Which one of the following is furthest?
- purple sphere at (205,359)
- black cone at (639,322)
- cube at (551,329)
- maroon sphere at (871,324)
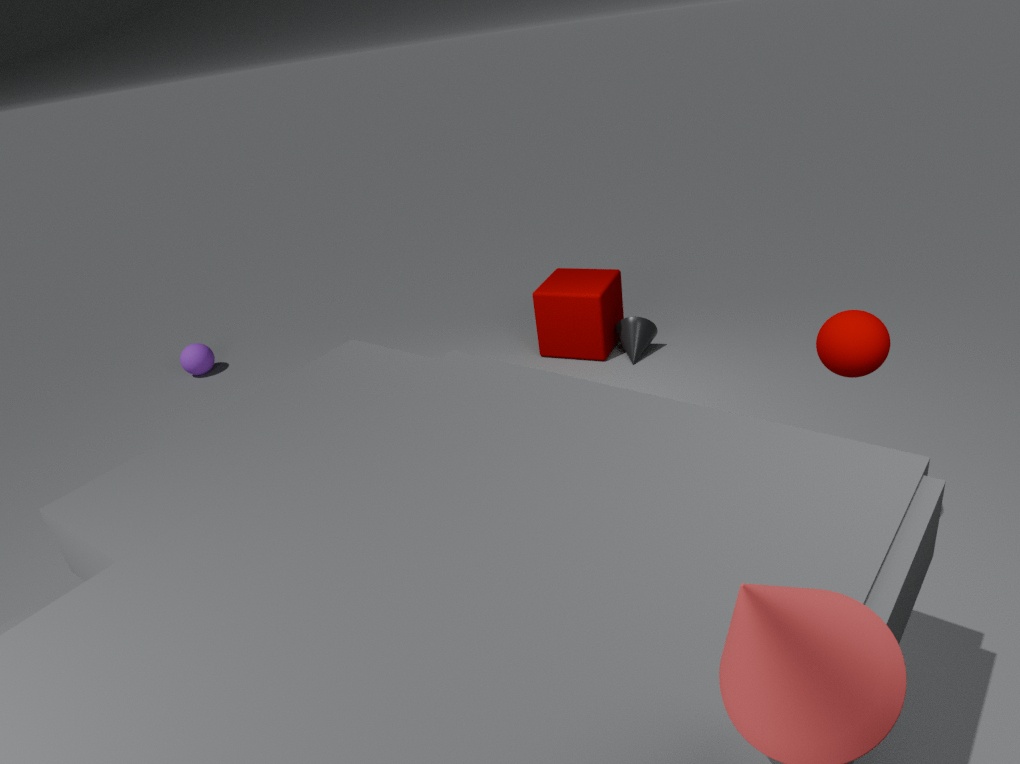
purple sphere at (205,359)
